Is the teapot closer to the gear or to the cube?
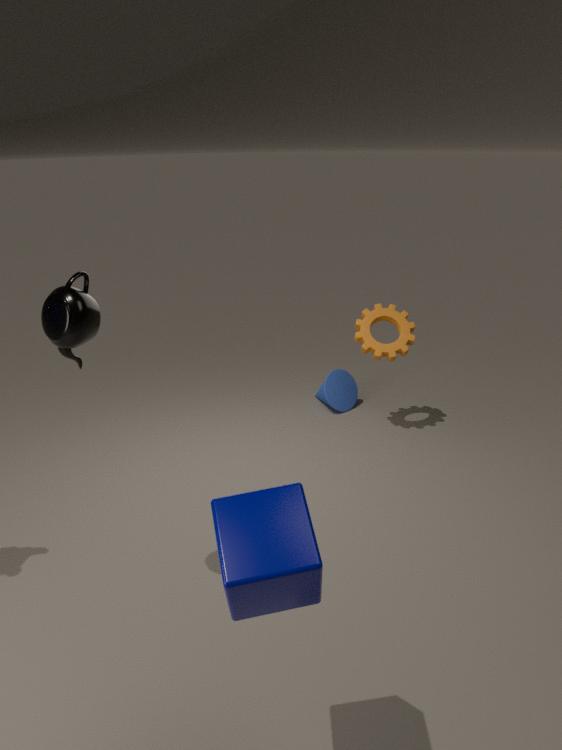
the cube
